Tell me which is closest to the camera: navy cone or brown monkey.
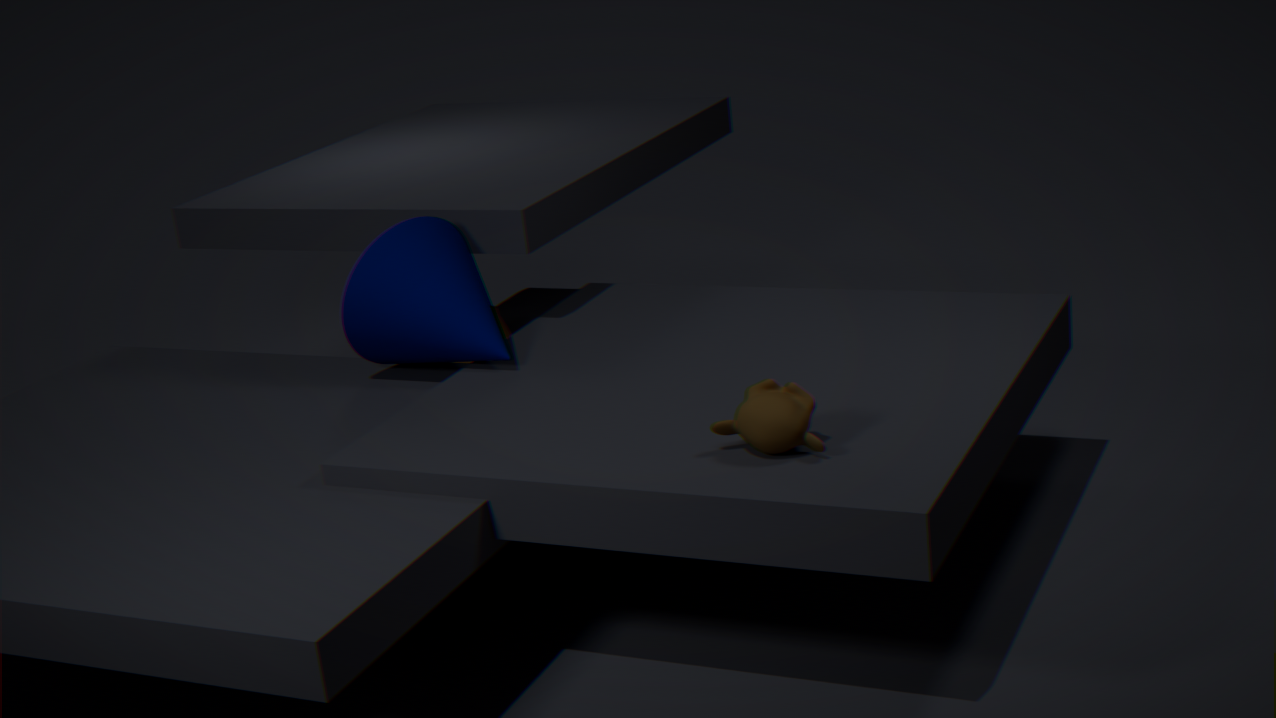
brown monkey
